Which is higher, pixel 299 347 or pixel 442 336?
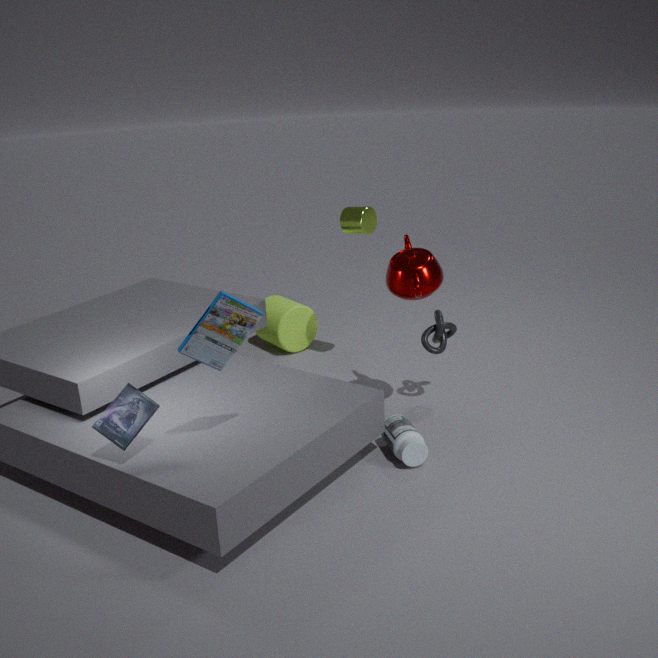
pixel 442 336
